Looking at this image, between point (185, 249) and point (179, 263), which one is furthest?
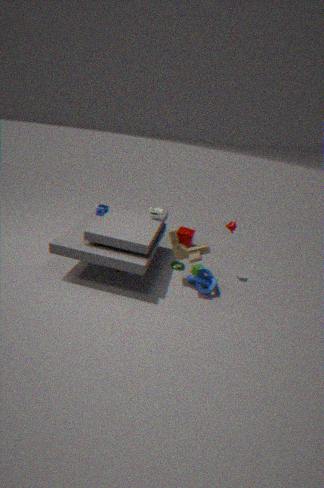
point (179, 263)
